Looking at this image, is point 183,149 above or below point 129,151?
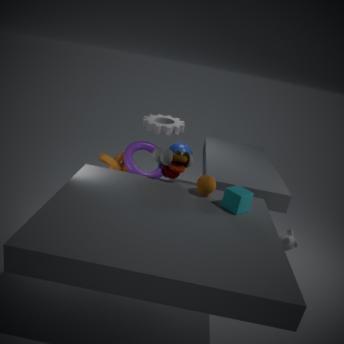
below
